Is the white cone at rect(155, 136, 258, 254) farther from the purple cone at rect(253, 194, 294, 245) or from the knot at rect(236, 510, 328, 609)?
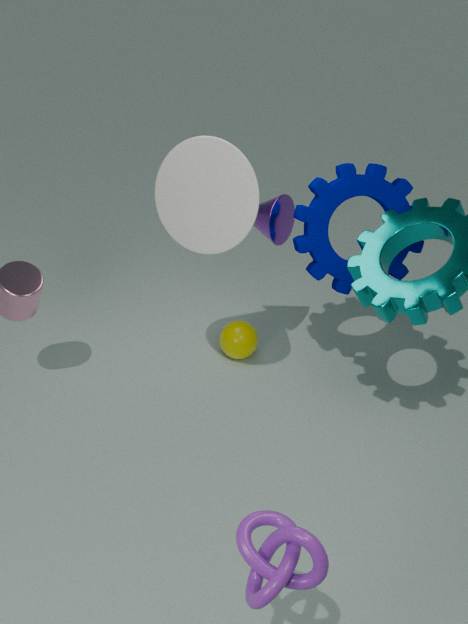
the knot at rect(236, 510, 328, 609)
